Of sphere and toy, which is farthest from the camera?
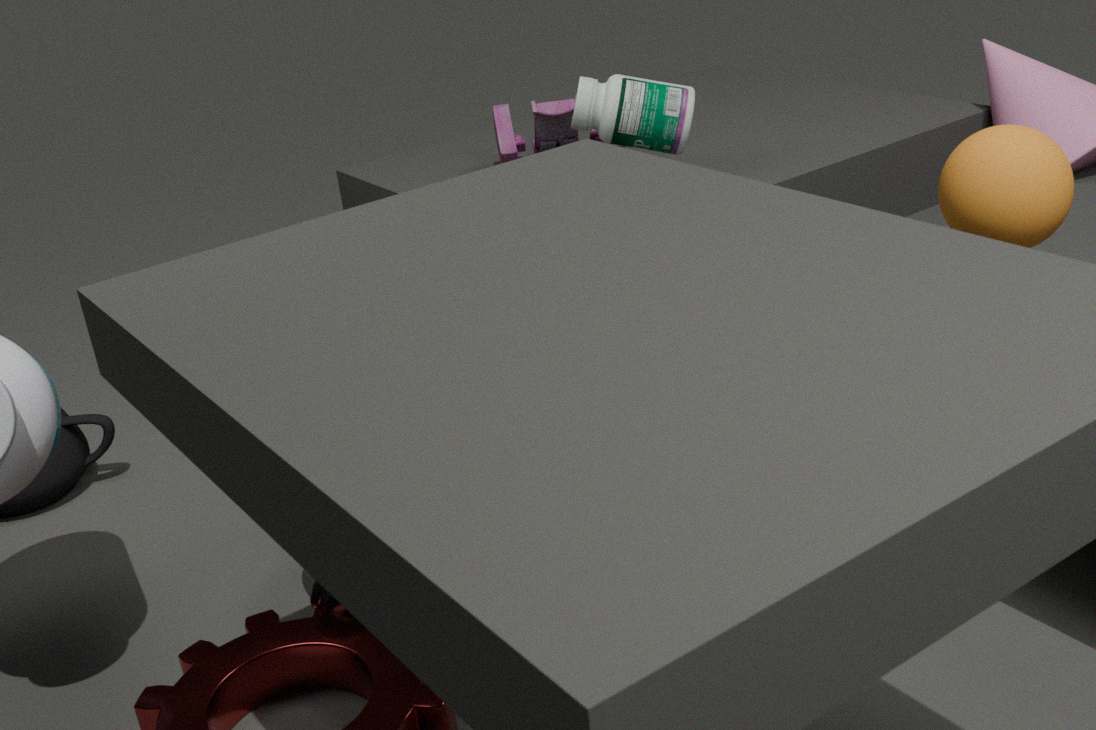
toy
